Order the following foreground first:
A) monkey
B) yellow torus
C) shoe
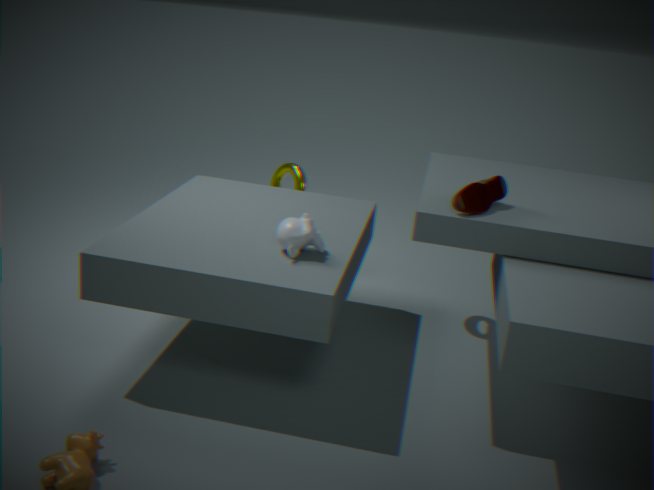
shoe → monkey → yellow torus
